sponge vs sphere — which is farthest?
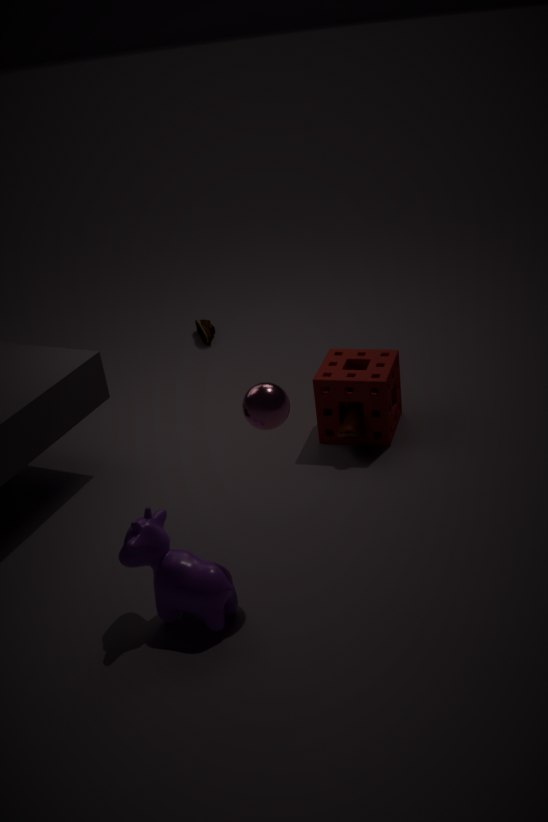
sponge
